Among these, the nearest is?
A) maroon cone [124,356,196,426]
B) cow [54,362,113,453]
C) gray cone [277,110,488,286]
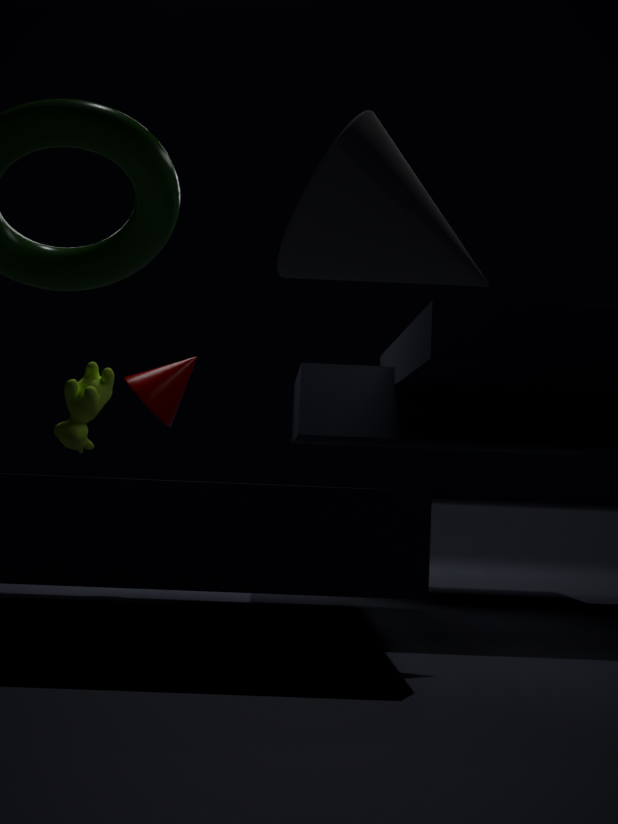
C. gray cone [277,110,488,286]
